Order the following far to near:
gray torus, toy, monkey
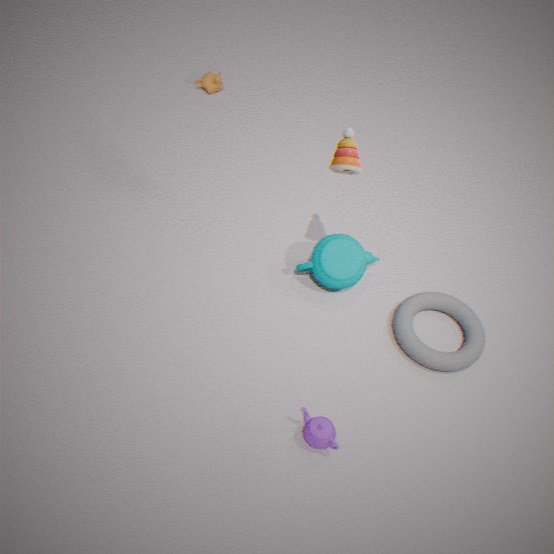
monkey
gray torus
toy
